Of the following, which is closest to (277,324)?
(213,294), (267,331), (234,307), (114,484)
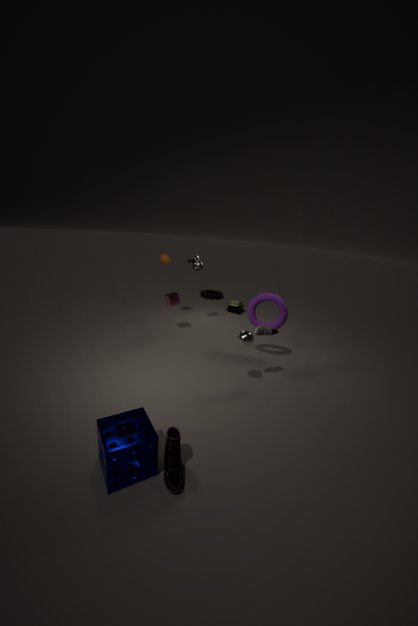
(267,331)
